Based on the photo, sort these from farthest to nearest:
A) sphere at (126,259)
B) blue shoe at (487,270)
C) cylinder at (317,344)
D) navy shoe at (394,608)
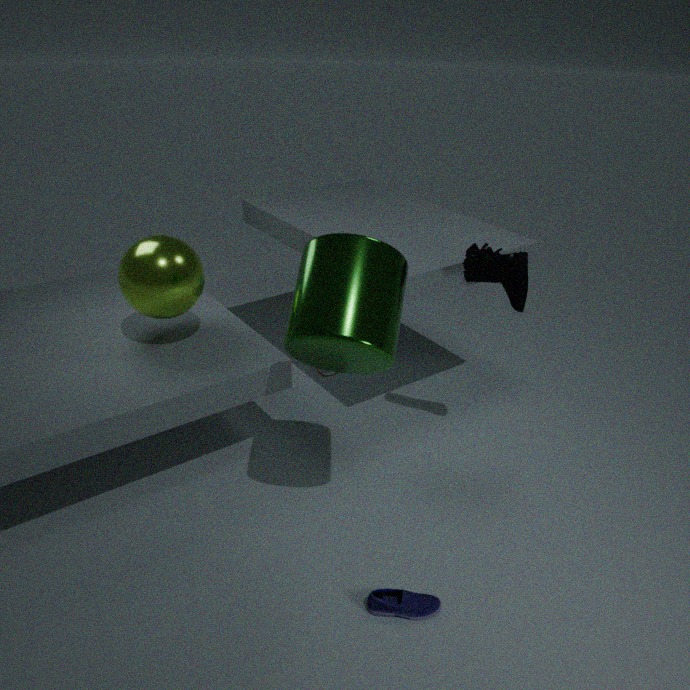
sphere at (126,259) < blue shoe at (487,270) < navy shoe at (394,608) < cylinder at (317,344)
